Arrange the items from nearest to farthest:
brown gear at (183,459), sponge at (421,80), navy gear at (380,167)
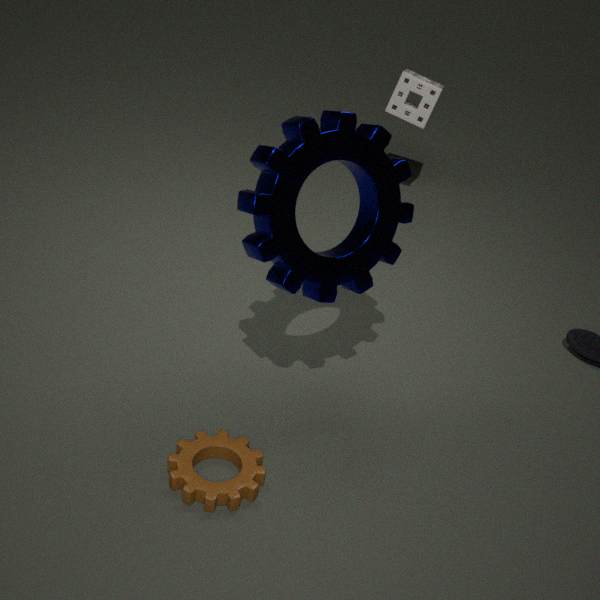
1. brown gear at (183,459)
2. navy gear at (380,167)
3. sponge at (421,80)
